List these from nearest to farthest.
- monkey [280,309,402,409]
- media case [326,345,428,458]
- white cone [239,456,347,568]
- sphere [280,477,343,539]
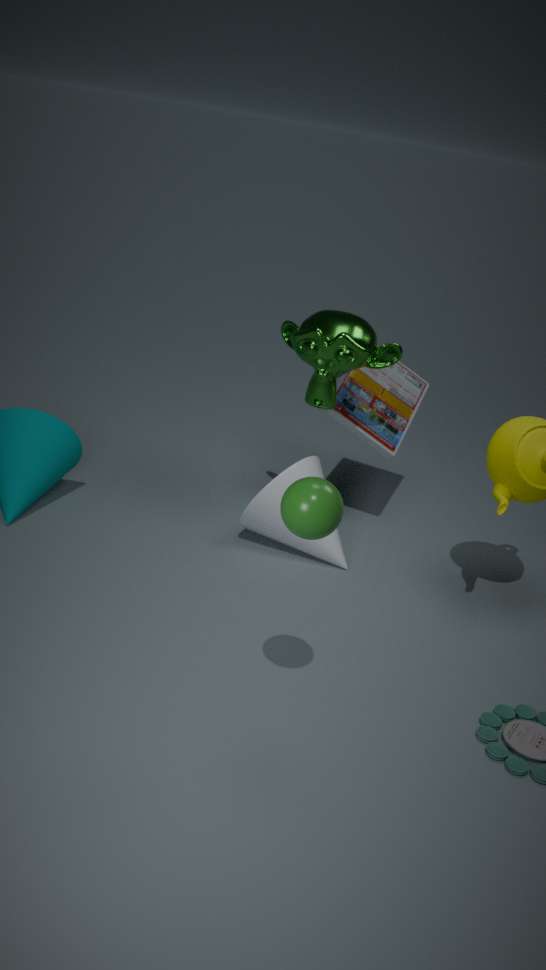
sphere [280,477,343,539] → monkey [280,309,402,409] → white cone [239,456,347,568] → media case [326,345,428,458]
